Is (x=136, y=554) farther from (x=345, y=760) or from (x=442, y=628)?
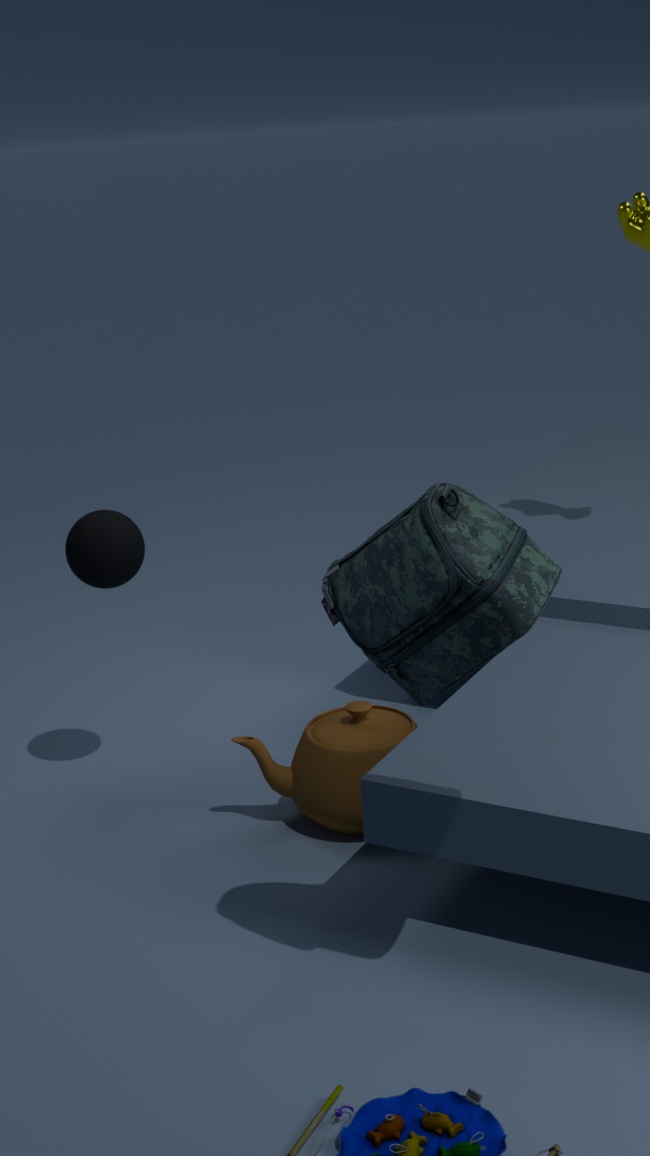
(x=442, y=628)
